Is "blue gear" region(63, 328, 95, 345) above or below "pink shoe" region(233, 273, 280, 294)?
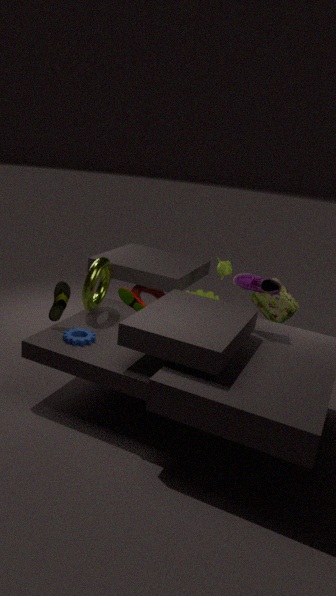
below
